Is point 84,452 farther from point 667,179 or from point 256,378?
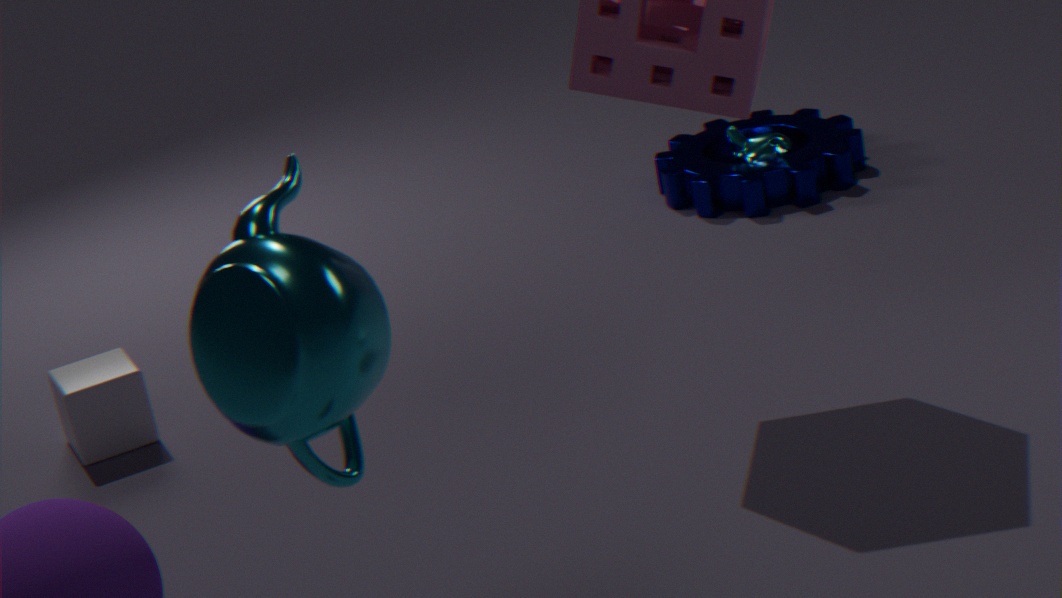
point 667,179
